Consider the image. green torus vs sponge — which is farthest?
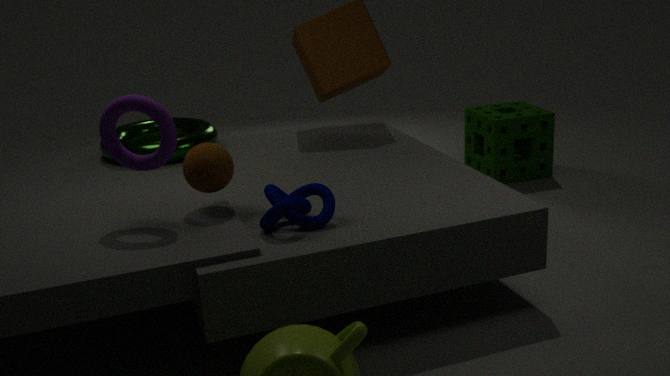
sponge
